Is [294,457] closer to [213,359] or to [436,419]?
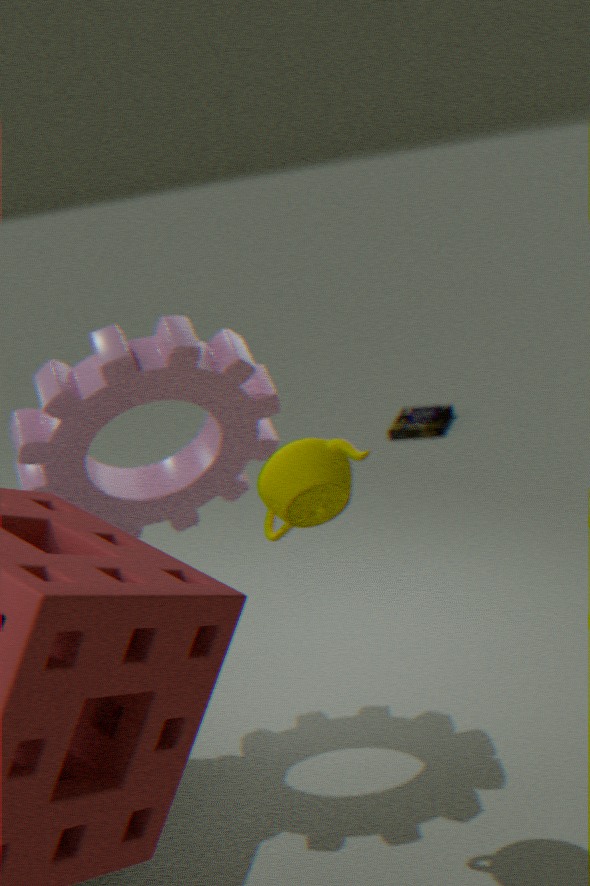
[213,359]
